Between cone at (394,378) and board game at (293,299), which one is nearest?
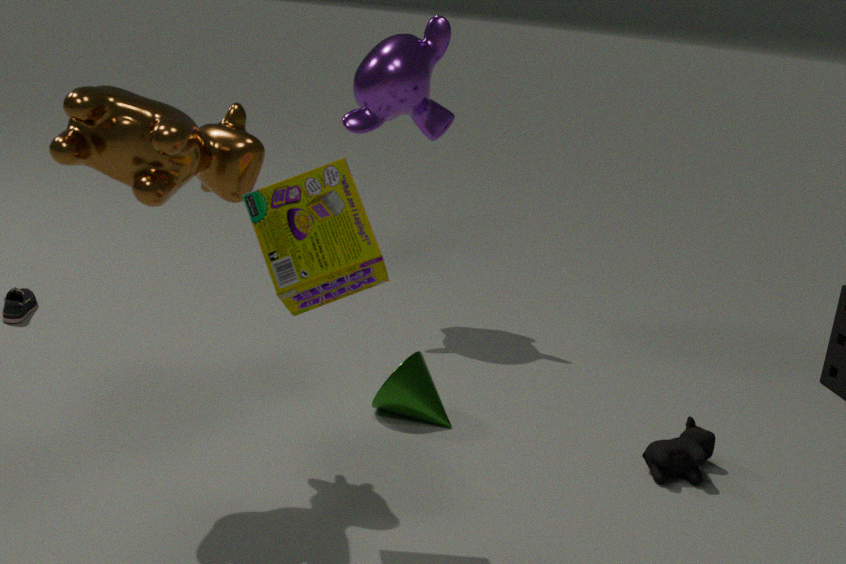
board game at (293,299)
